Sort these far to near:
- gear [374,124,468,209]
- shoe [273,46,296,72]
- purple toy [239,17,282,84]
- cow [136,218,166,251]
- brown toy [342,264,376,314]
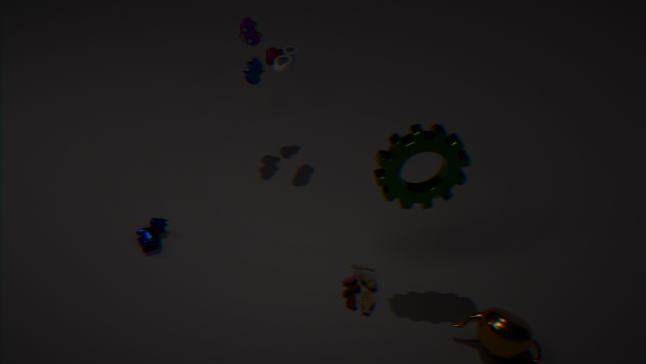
1. purple toy [239,17,282,84]
2. shoe [273,46,296,72]
3. cow [136,218,166,251]
4. brown toy [342,264,376,314]
5. gear [374,124,468,209]
